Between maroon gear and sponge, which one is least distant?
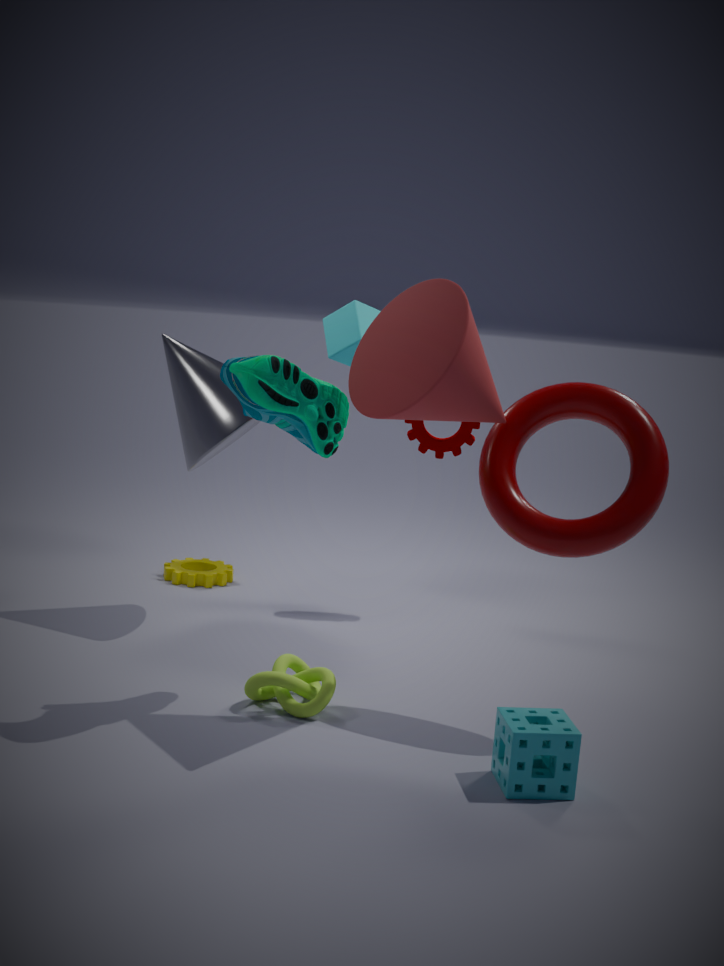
sponge
